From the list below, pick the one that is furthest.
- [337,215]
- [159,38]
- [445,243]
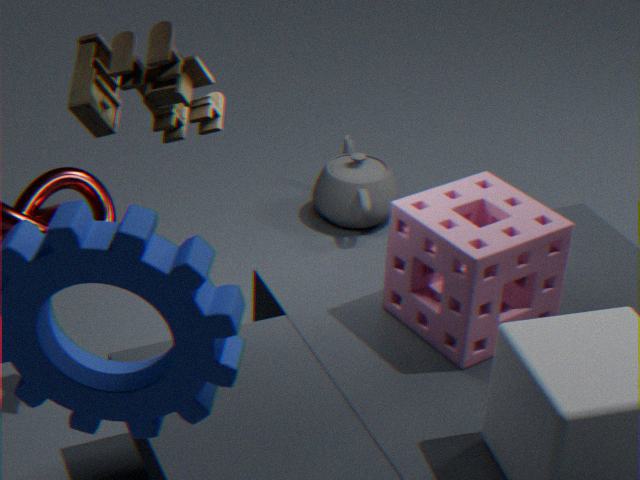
[337,215]
